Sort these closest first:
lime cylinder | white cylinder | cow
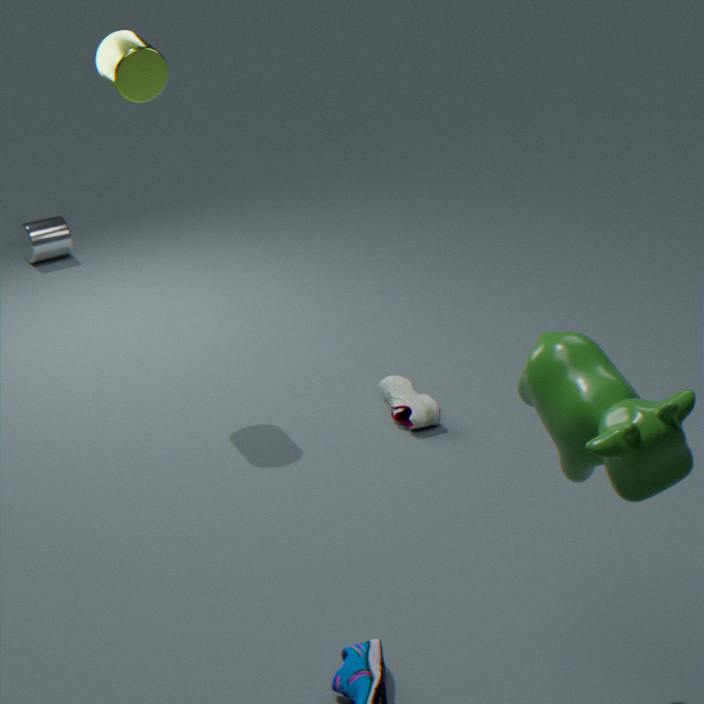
cow < lime cylinder < white cylinder
